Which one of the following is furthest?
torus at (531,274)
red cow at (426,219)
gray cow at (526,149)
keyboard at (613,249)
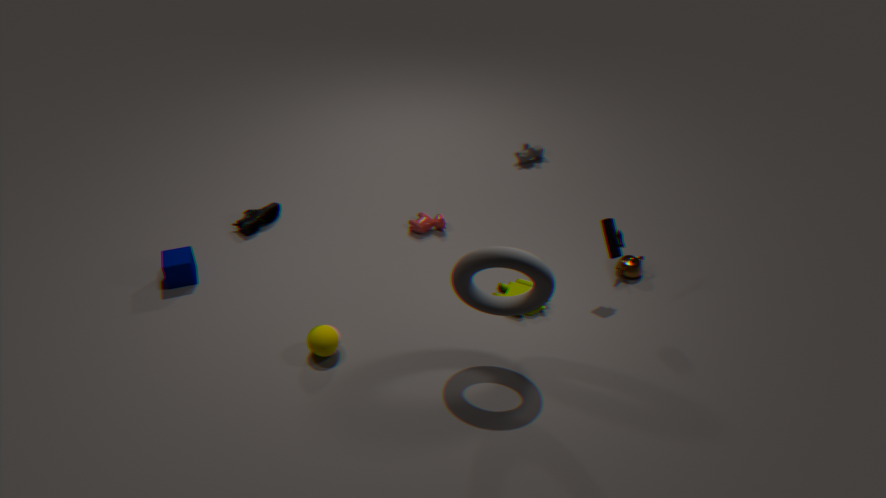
gray cow at (526,149)
